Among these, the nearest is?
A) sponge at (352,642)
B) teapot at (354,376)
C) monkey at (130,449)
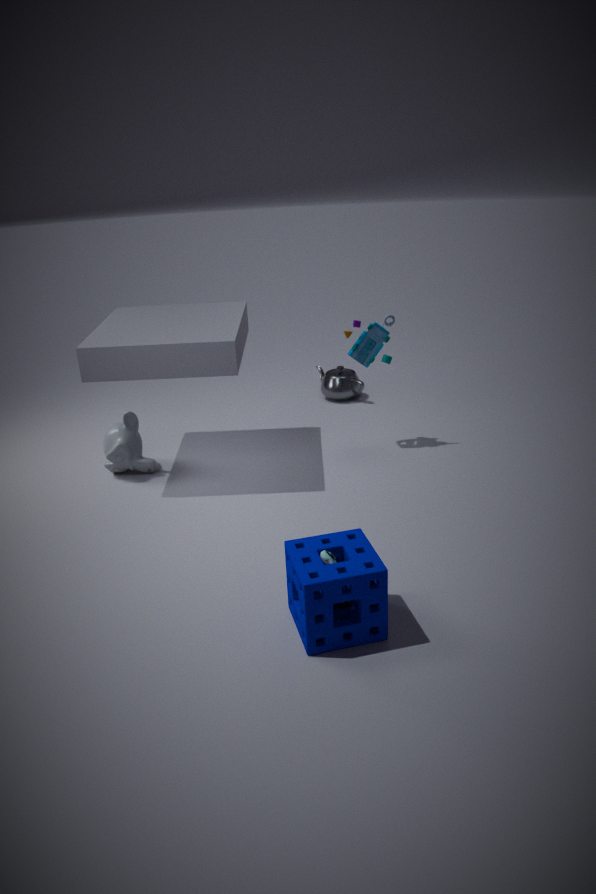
sponge at (352,642)
